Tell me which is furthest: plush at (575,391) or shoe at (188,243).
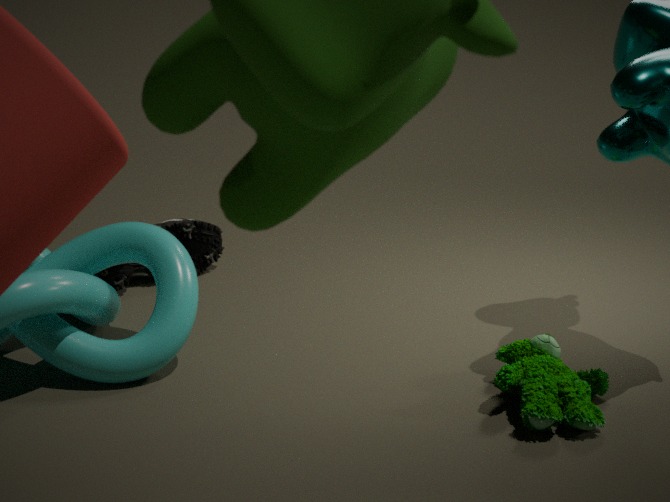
shoe at (188,243)
